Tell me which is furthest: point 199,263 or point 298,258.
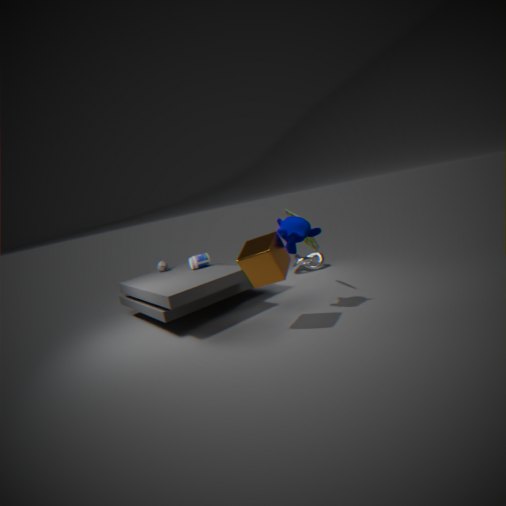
point 298,258
